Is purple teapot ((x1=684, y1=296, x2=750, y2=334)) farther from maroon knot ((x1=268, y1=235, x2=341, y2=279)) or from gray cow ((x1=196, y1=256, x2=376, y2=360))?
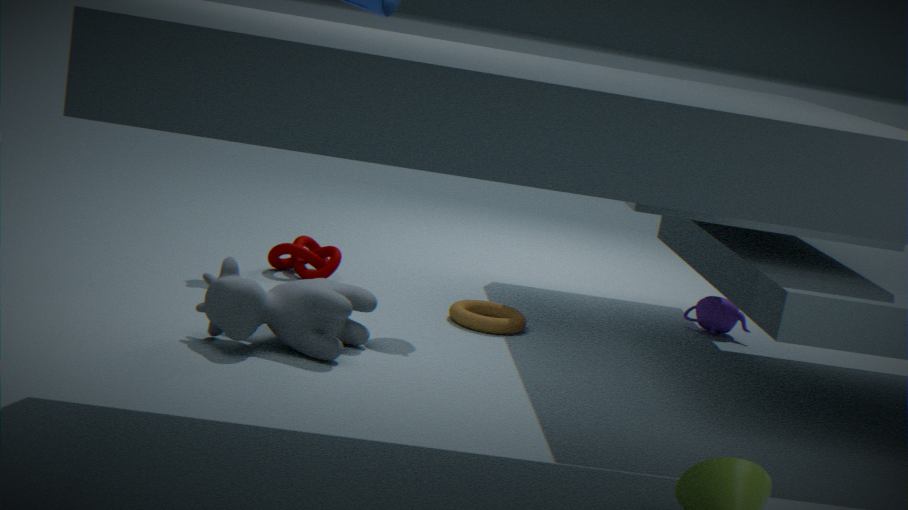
gray cow ((x1=196, y1=256, x2=376, y2=360))
